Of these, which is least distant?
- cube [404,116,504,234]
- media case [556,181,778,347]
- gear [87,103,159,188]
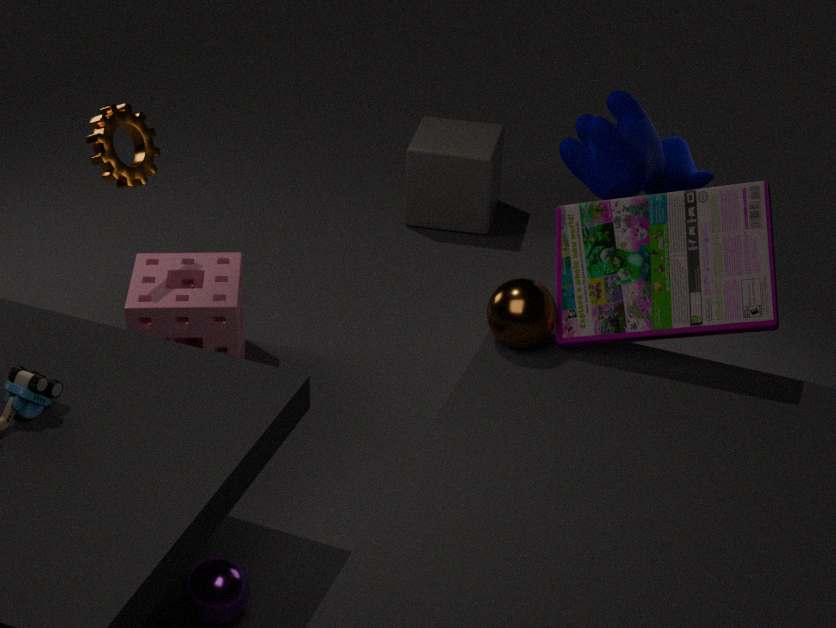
media case [556,181,778,347]
